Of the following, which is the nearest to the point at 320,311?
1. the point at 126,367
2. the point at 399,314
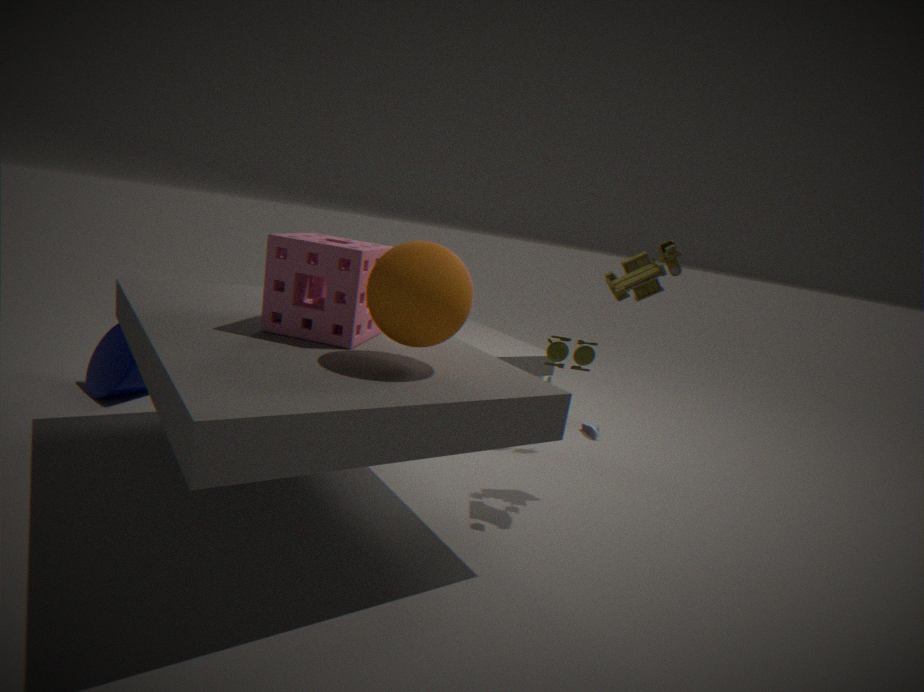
the point at 399,314
